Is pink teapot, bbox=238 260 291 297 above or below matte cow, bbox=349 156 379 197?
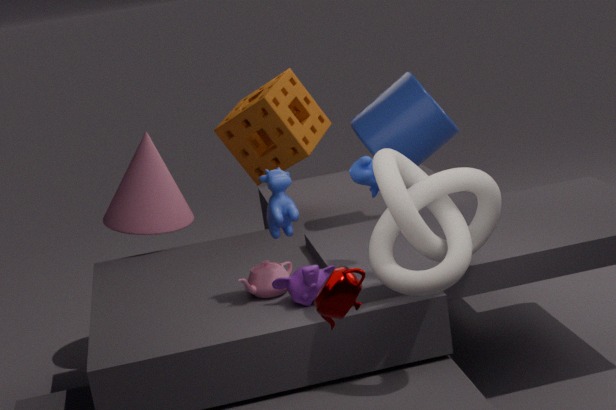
below
